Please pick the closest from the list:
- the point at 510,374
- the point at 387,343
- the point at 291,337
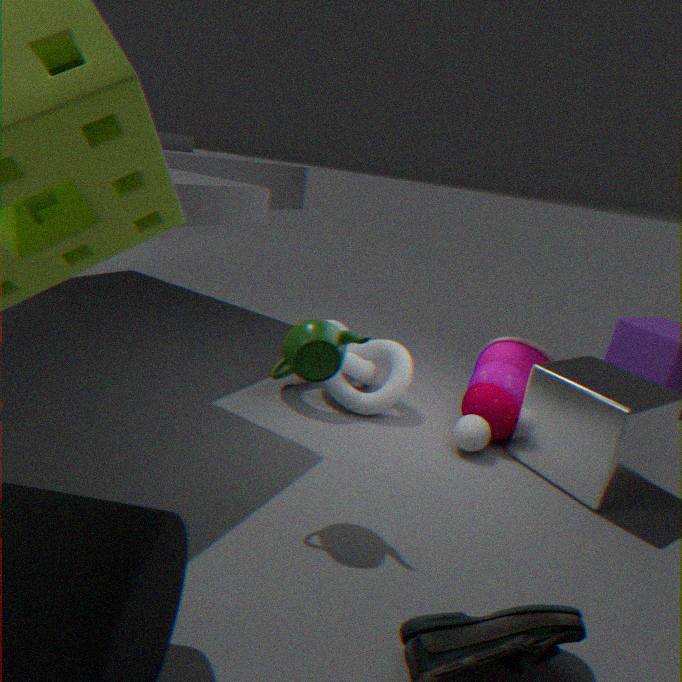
the point at 291,337
